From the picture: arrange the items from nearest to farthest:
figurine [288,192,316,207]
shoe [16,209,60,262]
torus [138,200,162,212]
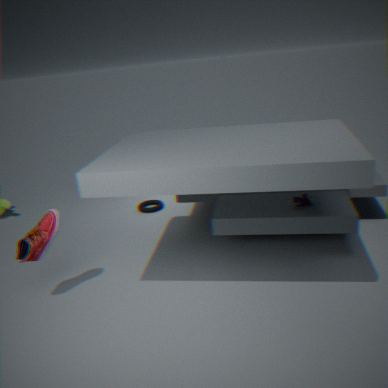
shoe [16,209,60,262] < figurine [288,192,316,207] < torus [138,200,162,212]
